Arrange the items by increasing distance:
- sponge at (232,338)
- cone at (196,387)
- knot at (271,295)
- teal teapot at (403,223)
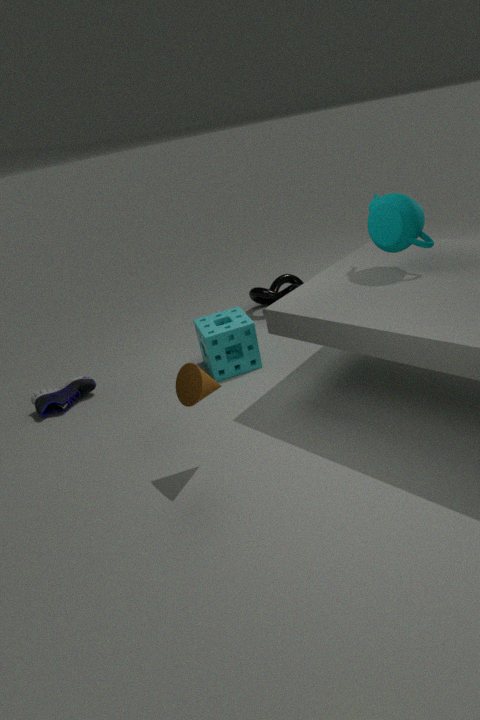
cone at (196,387), teal teapot at (403,223), sponge at (232,338), knot at (271,295)
